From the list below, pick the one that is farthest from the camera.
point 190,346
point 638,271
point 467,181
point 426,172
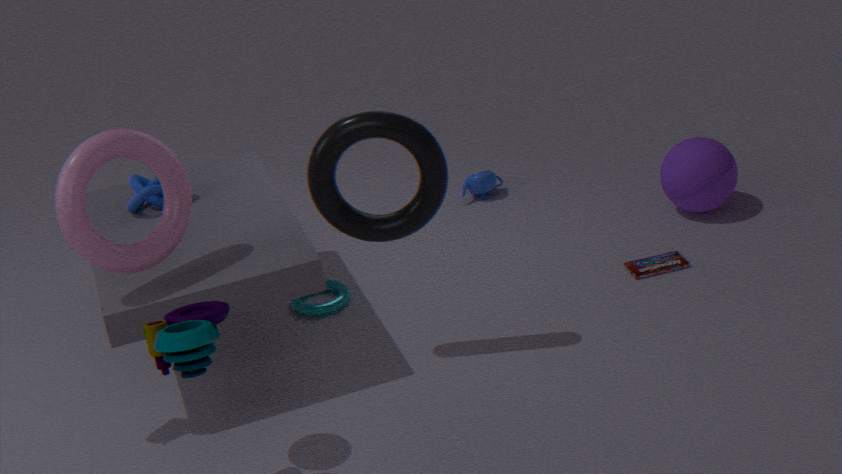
point 467,181
